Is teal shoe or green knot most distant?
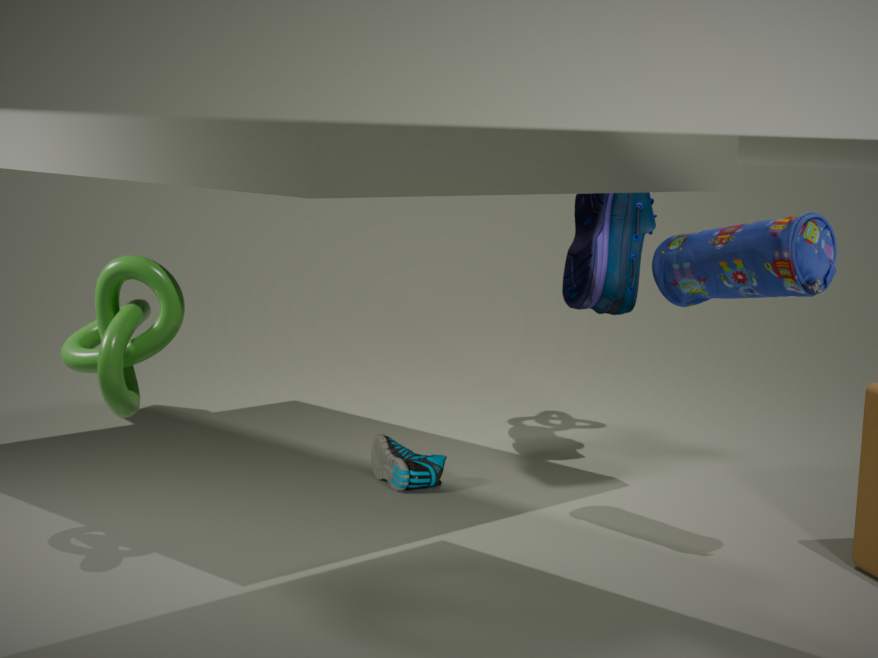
teal shoe
